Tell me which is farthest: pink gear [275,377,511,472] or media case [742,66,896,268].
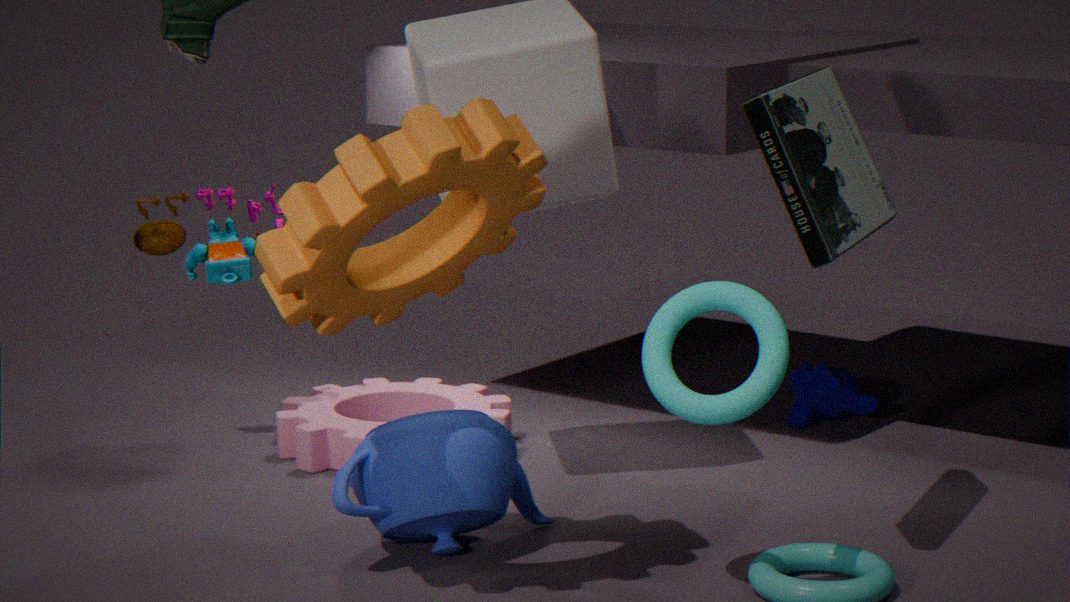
pink gear [275,377,511,472]
